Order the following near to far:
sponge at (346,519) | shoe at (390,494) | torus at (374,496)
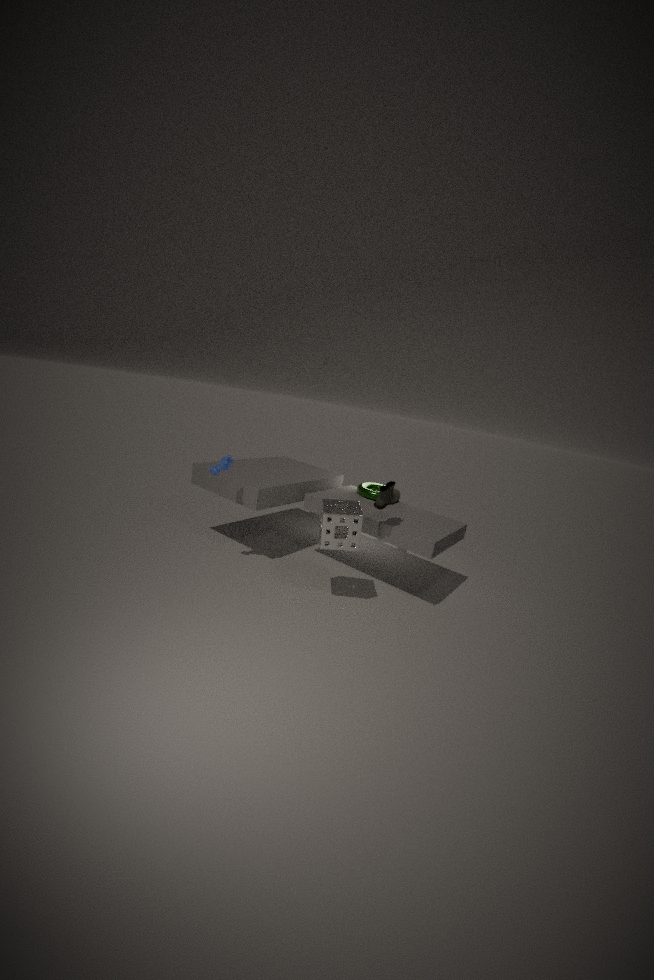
1. sponge at (346,519)
2. shoe at (390,494)
3. torus at (374,496)
